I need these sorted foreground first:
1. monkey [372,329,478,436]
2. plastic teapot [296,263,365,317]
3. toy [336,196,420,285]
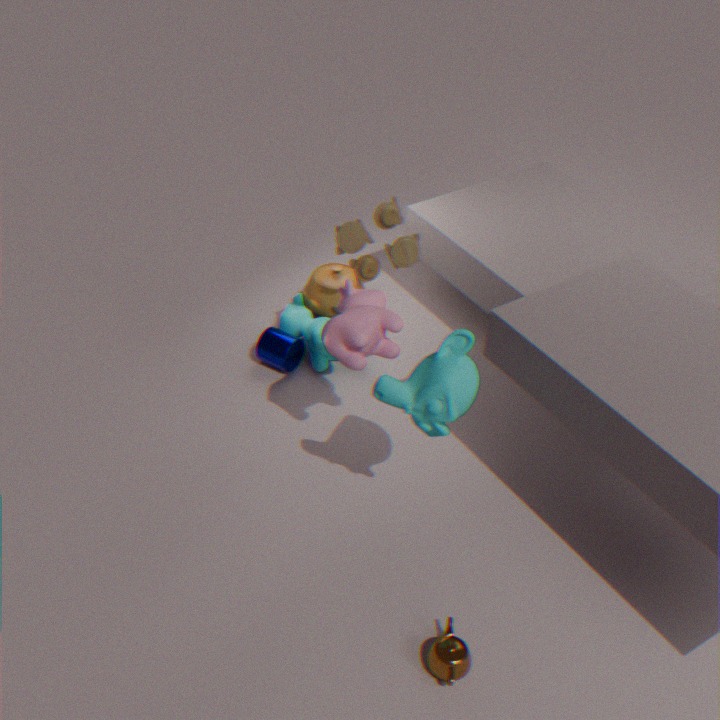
monkey [372,329,478,436]
toy [336,196,420,285]
plastic teapot [296,263,365,317]
